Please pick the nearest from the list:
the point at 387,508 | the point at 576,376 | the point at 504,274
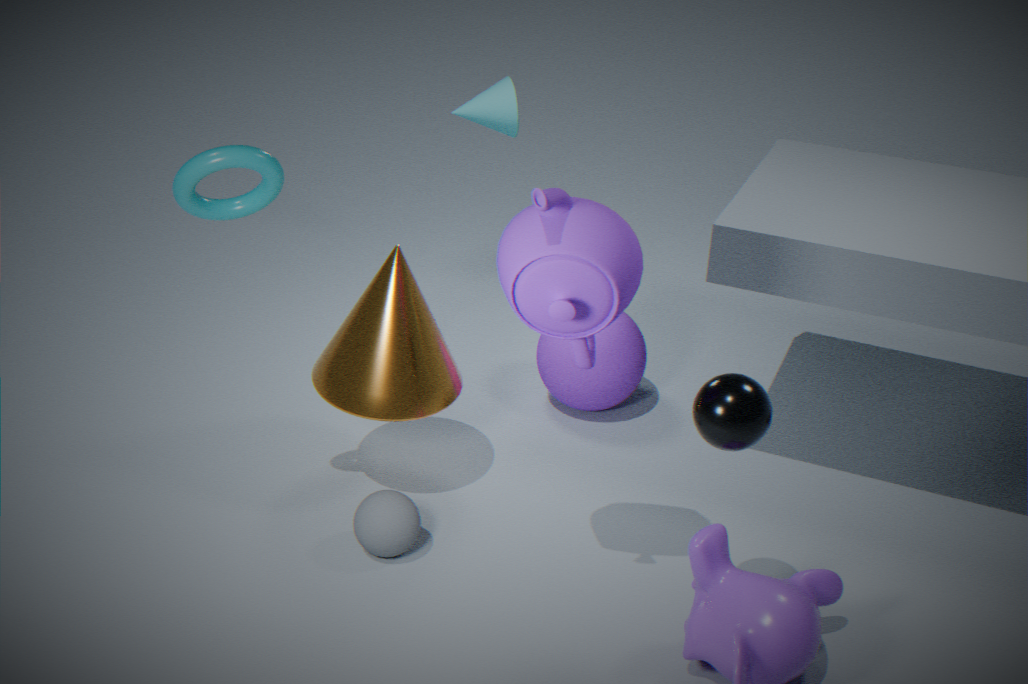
the point at 504,274
